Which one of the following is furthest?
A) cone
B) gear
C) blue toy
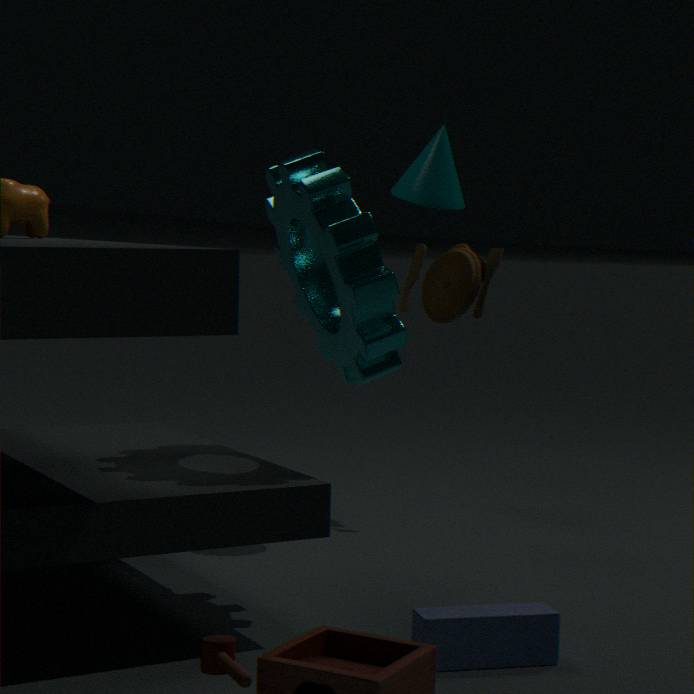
cone
